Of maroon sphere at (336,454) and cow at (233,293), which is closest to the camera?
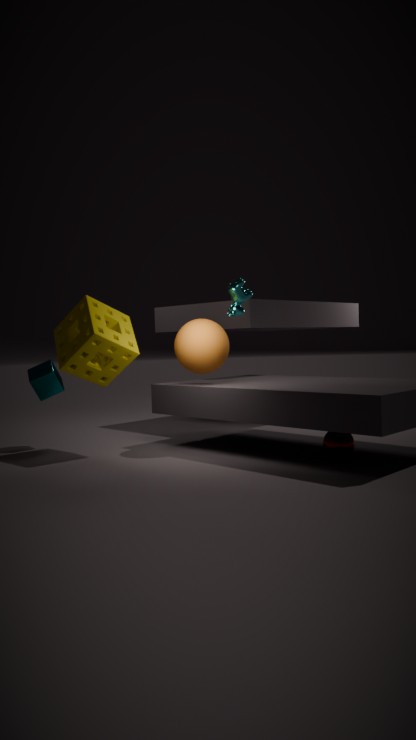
maroon sphere at (336,454)
